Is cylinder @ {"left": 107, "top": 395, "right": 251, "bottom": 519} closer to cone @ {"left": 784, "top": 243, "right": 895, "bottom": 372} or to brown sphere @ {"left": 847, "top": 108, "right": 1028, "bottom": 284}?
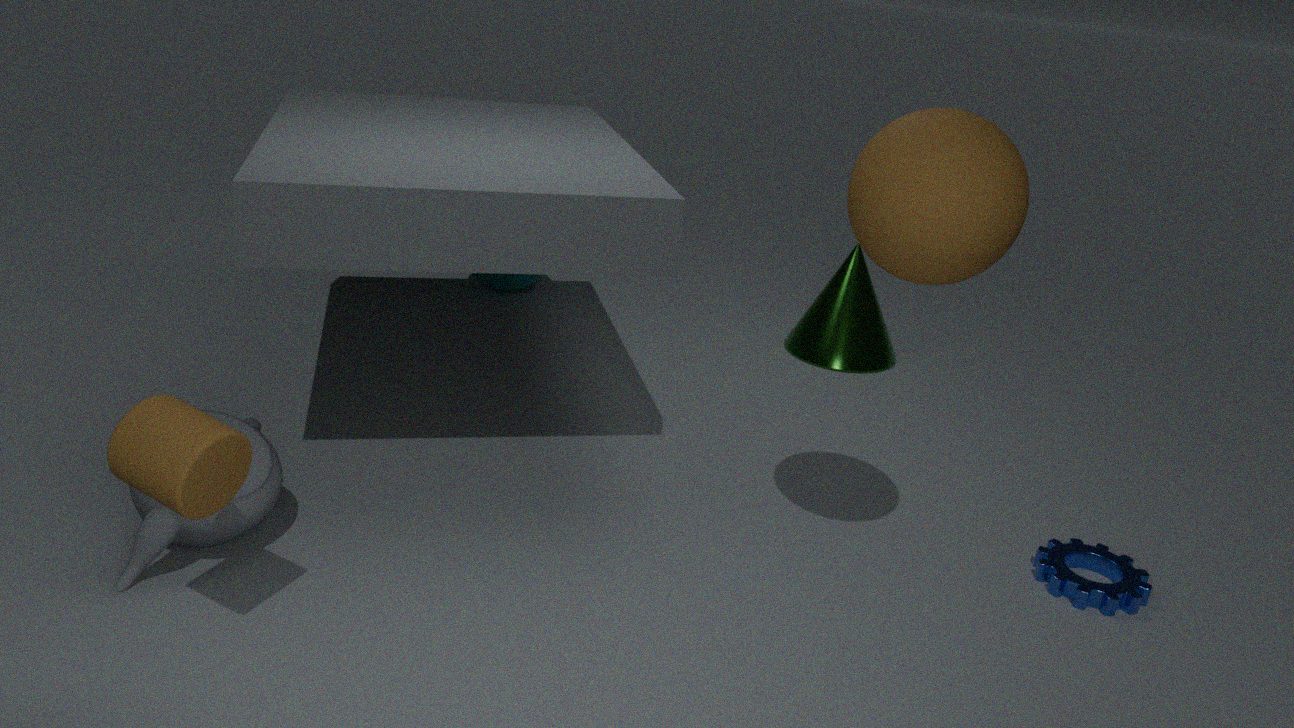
brown sphere @ {"left": 847, "top": 108, "right": 1028, "bottom": 284}
